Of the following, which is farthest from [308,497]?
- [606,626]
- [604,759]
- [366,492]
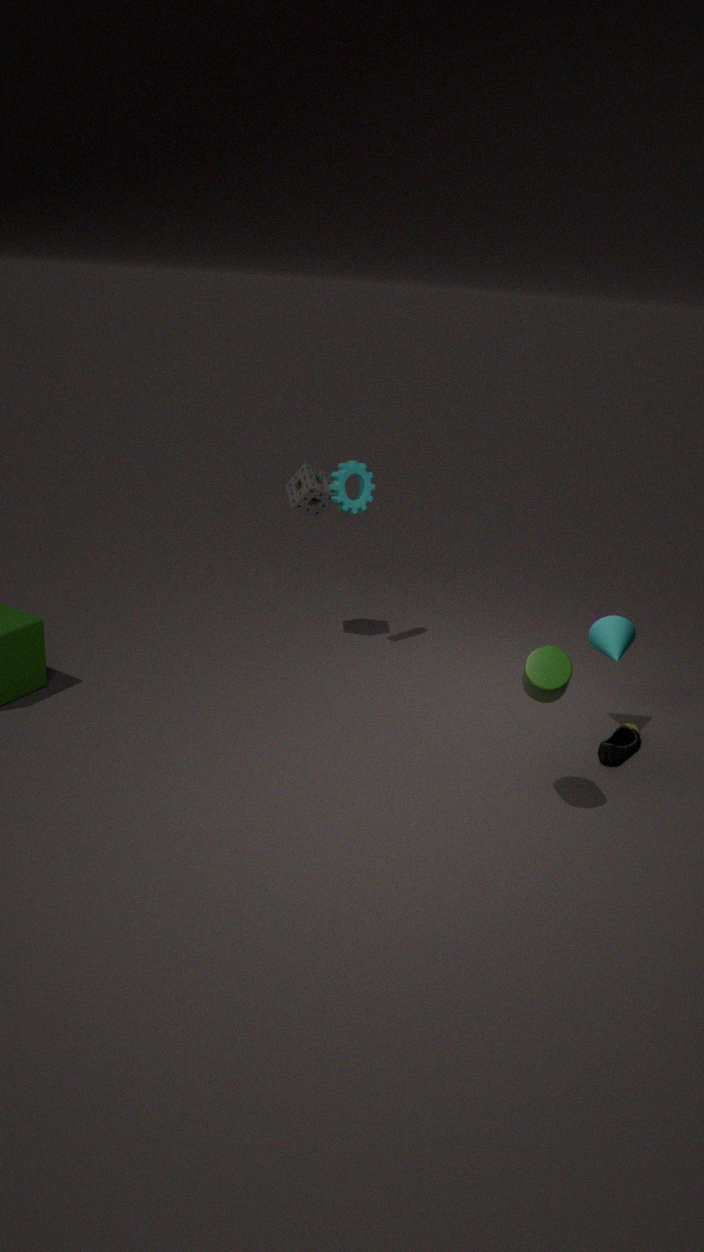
[604,759]
